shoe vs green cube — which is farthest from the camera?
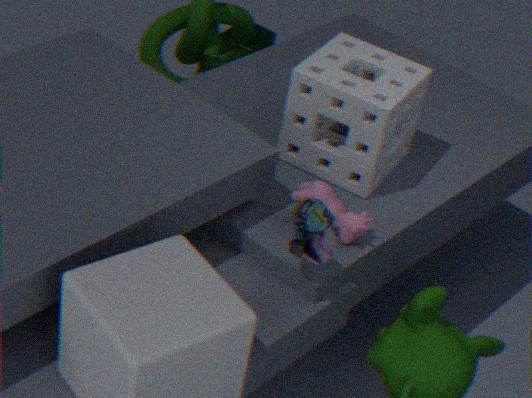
green cube
